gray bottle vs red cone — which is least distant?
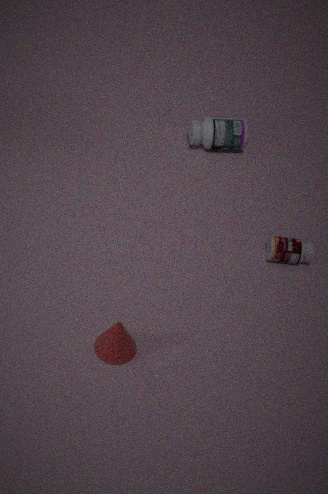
red cone
